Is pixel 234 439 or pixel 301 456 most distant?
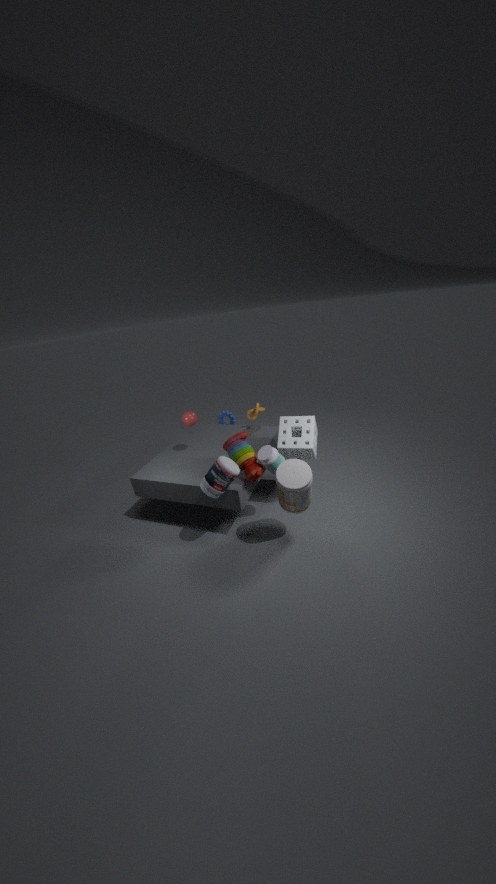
pixel 301 456
